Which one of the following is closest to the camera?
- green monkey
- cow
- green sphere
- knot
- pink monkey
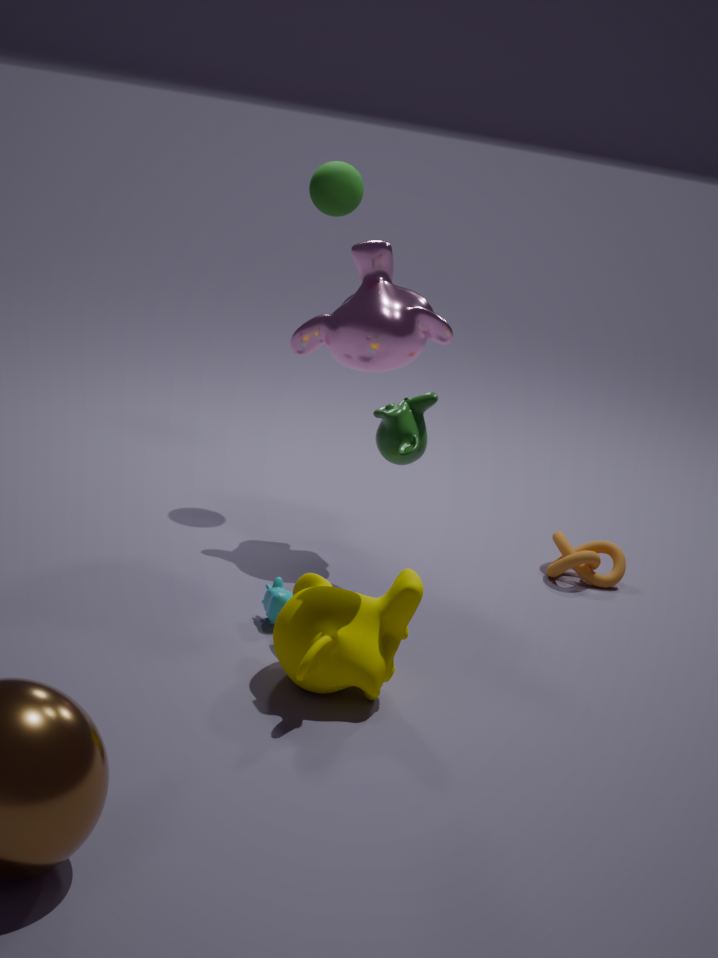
green monkey
